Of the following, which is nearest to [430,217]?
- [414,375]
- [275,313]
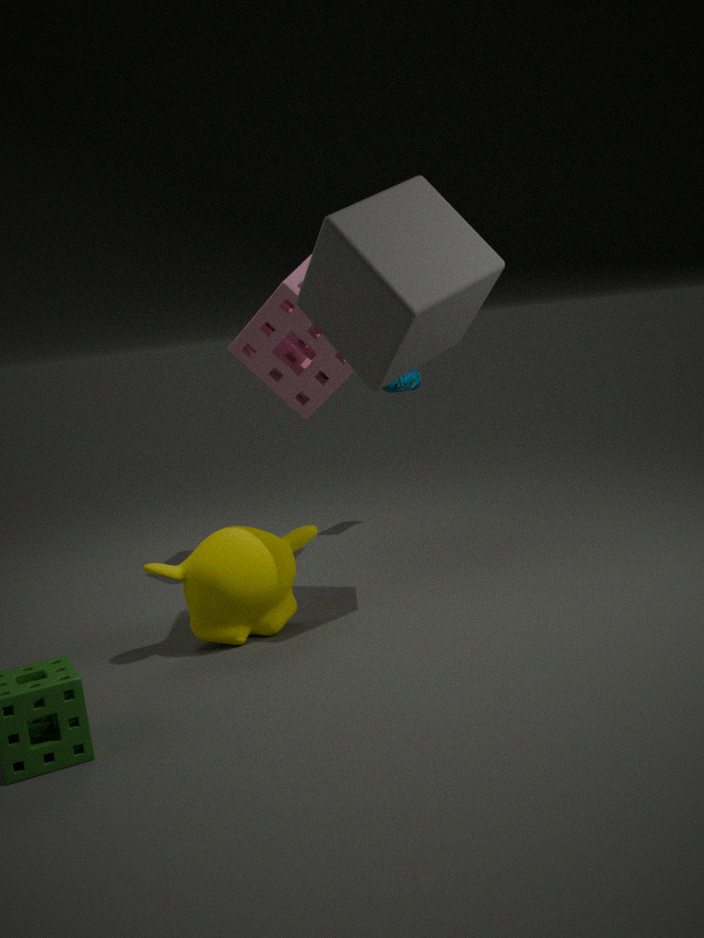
[275,313]
